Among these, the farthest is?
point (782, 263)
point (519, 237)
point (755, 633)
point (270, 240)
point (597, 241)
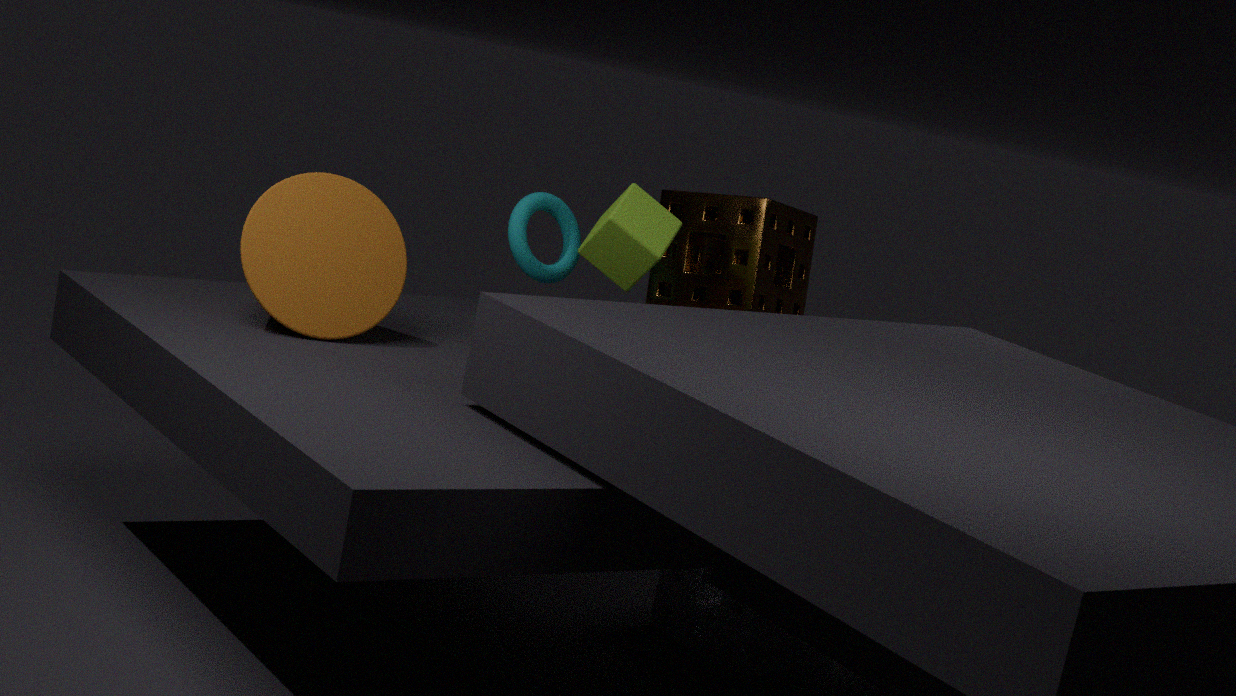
point (782, 263)
